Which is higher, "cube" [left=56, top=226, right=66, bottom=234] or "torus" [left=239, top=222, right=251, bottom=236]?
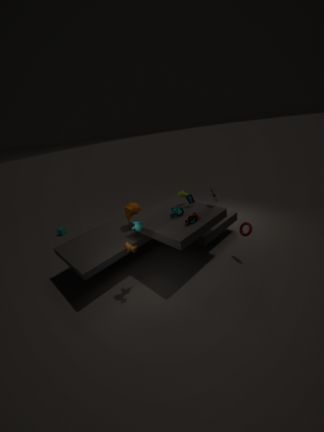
"torus" [left=239, top=222, right=251, bottom=236]
